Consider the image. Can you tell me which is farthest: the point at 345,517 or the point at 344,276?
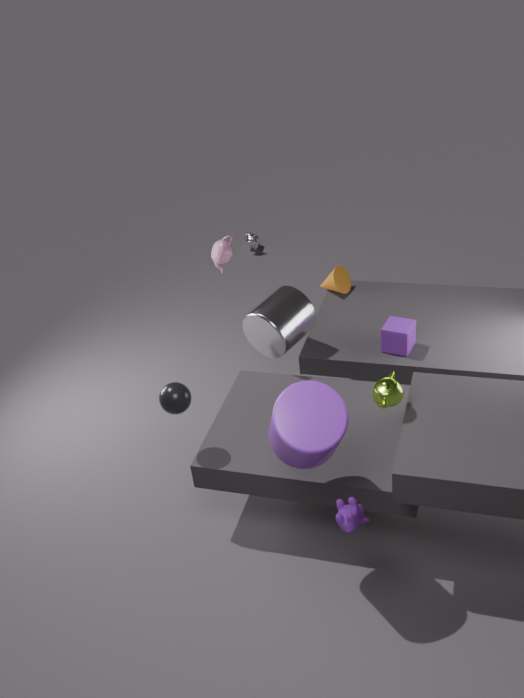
the point at 344,276
